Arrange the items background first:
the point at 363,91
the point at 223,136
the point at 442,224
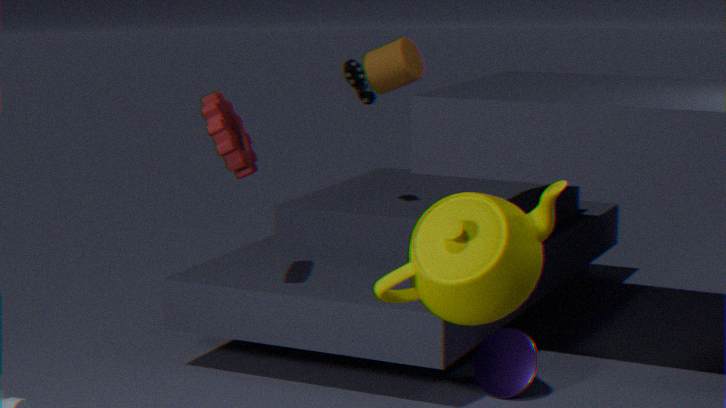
1. the point at 363,91
2. the point at 223,136
3. the point at 442,224
